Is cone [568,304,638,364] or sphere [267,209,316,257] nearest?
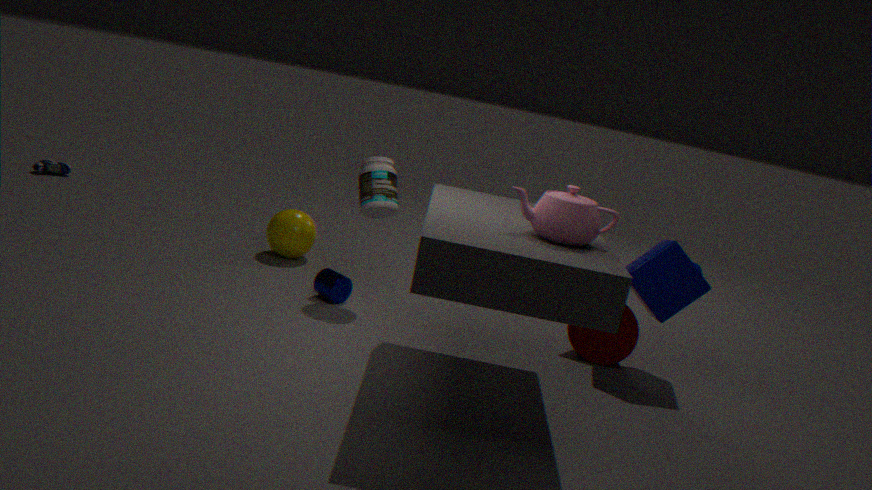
cone [568,304,638,364]
